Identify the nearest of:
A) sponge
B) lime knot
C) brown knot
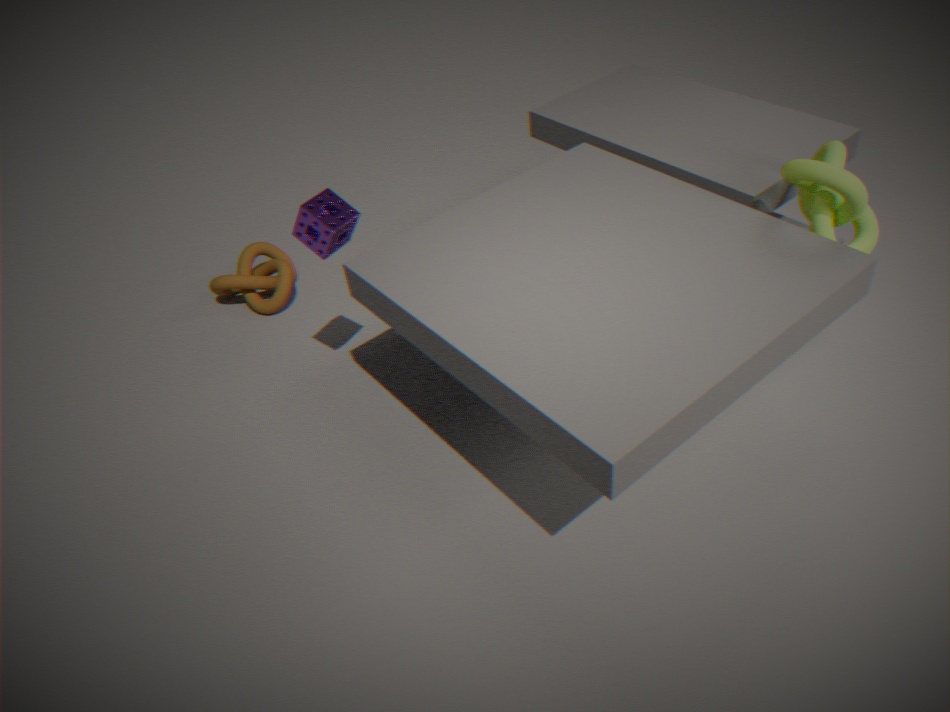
lime knot
